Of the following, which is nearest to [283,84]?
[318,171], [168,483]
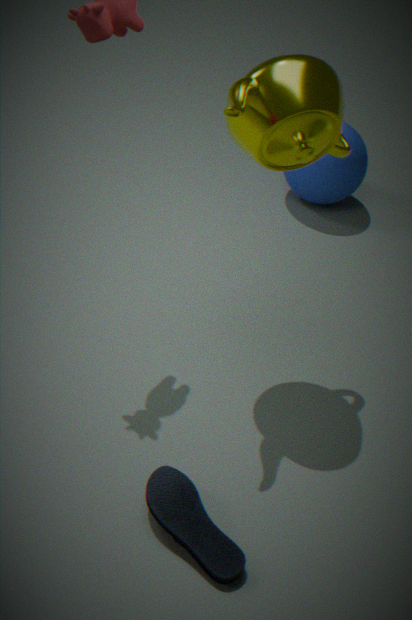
[168,483]
